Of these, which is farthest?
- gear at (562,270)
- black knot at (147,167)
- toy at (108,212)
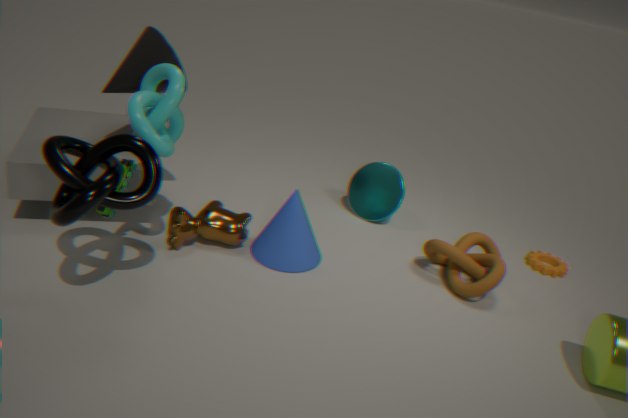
gear at (562,270)
